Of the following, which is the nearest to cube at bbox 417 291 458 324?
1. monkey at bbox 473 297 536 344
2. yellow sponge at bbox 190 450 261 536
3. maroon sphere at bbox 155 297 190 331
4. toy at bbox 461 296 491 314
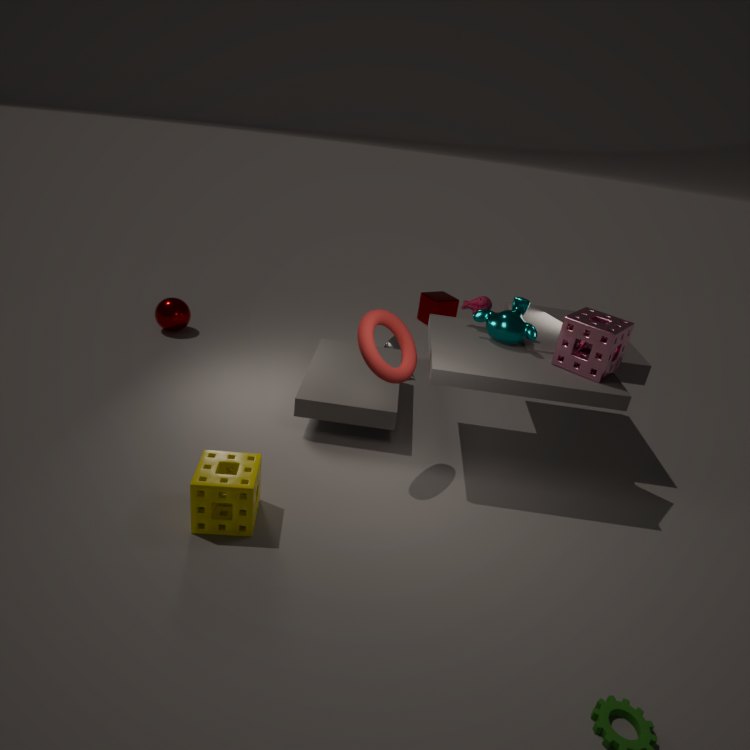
toy at bbox 461 296 491 314
